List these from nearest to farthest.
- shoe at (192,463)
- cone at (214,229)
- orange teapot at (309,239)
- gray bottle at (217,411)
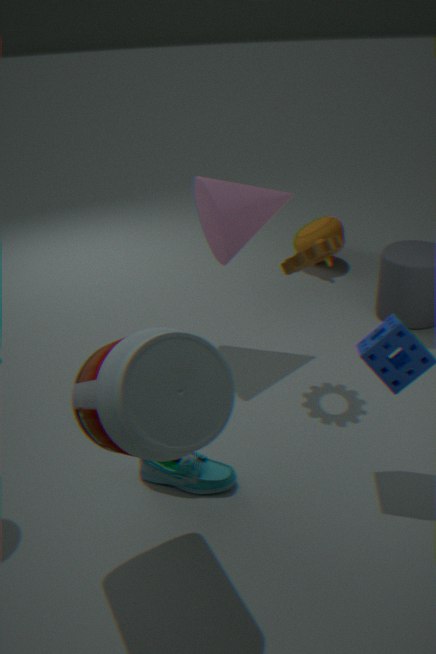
gray bottle at (217,411)
shoe at (192,463)
cone at (214,229)
orange teapot at (309,239)
